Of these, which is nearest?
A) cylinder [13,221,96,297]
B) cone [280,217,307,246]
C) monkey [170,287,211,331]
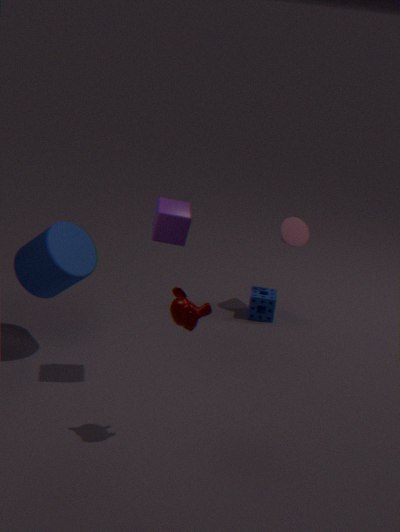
monkey [170,287,211,331]
